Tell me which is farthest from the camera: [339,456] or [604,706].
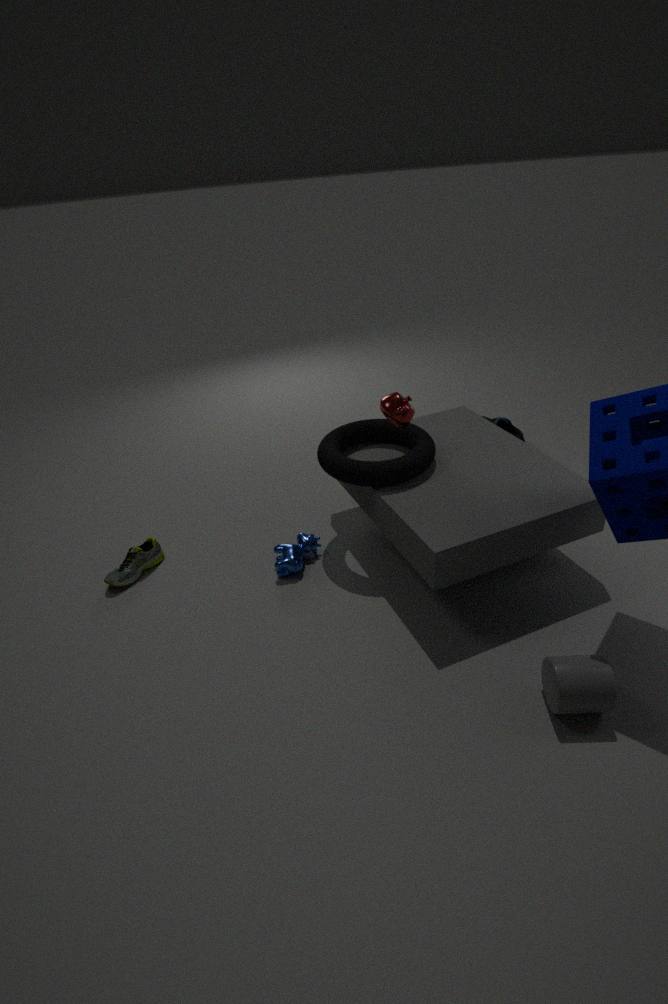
[339,456]
